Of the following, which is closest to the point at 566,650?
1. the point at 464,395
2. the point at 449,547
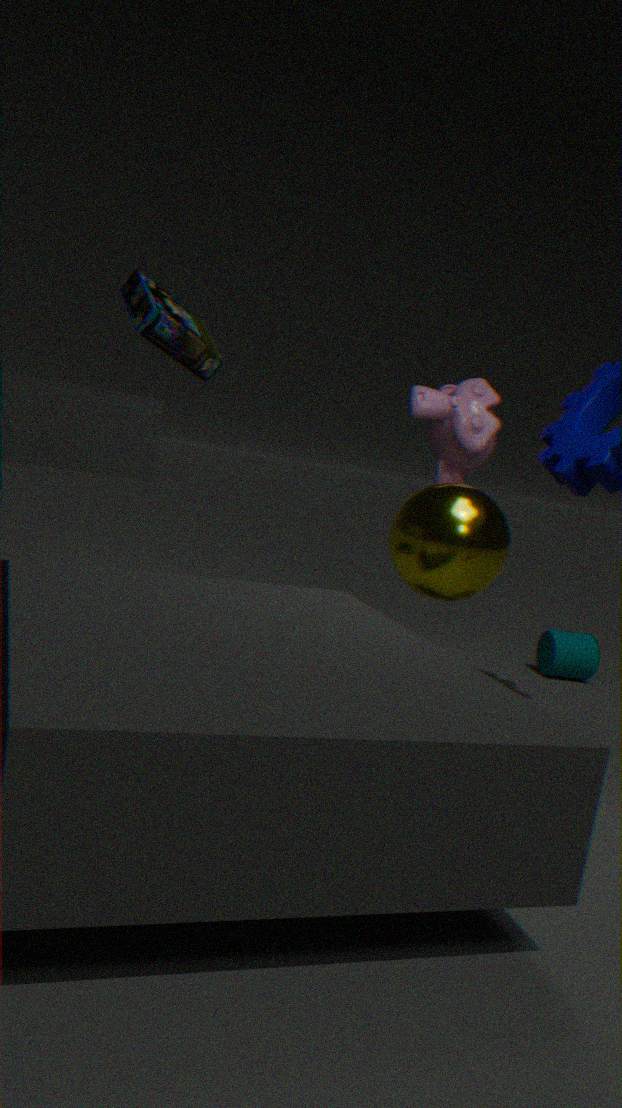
the point at 464,395
